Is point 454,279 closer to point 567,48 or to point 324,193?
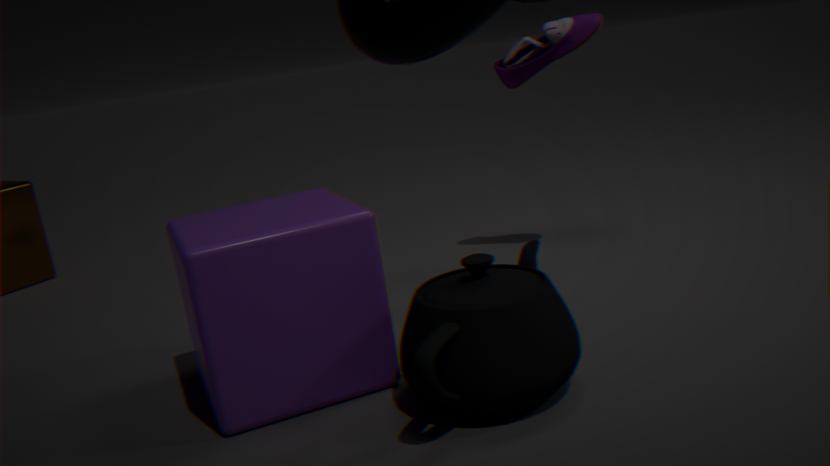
point 324,193
